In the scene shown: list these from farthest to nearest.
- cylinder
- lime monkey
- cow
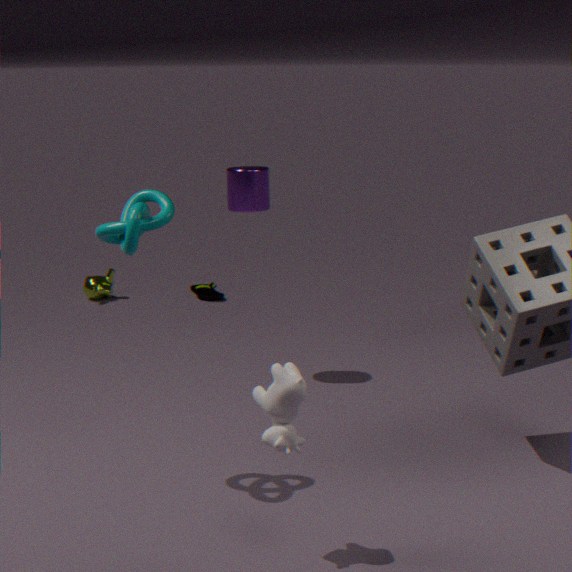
lime monkey → cylinder → cow
